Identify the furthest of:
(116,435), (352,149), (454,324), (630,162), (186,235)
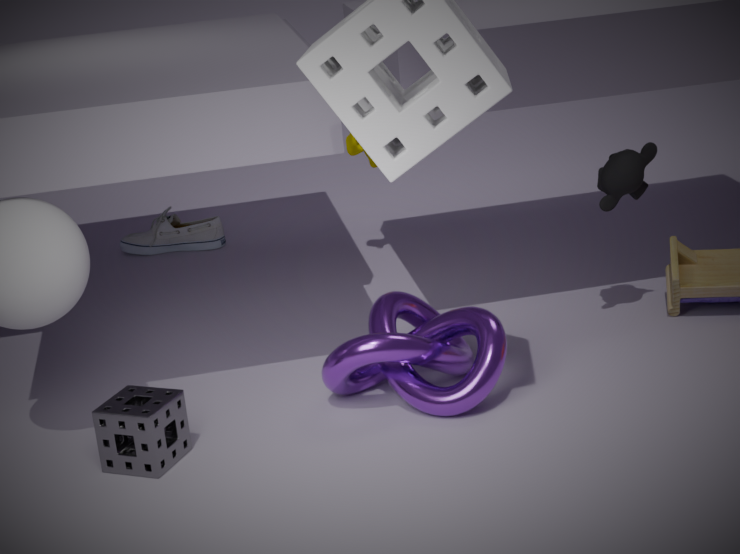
(186,235)
